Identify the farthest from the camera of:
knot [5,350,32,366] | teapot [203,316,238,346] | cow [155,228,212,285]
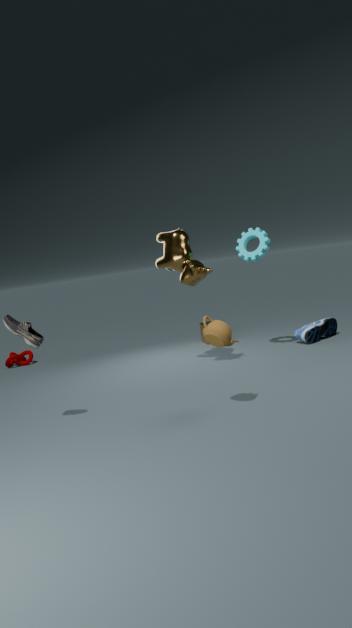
knot [5,350,32,366]
